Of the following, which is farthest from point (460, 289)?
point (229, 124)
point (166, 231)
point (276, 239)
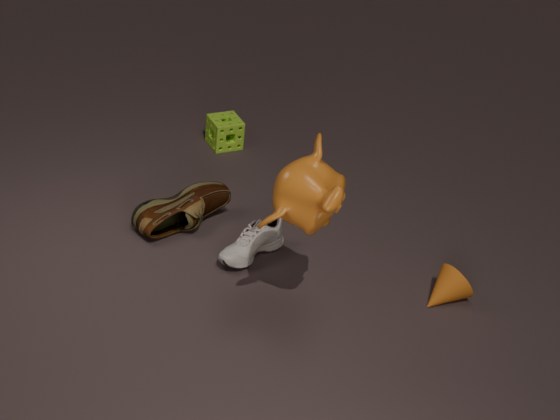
point (229, 124)
